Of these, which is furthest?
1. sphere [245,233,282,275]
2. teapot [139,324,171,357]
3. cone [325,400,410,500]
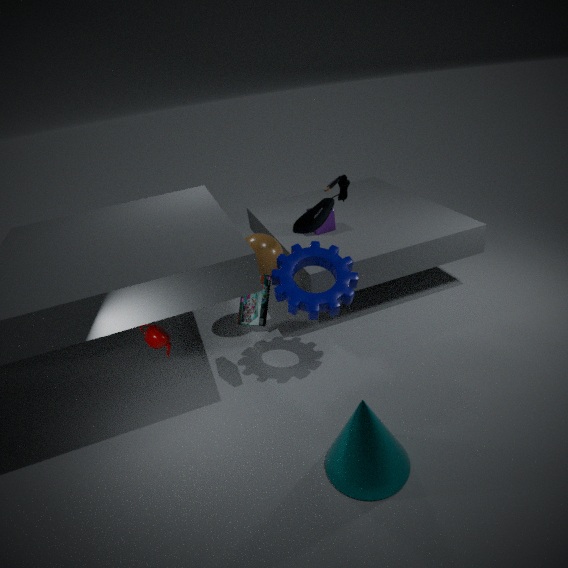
sphere [245,233,282,275]
